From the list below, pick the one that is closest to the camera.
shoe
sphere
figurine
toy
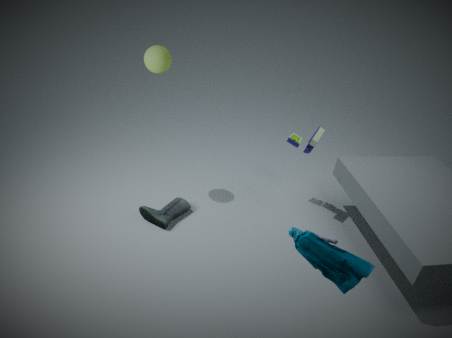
figurine
